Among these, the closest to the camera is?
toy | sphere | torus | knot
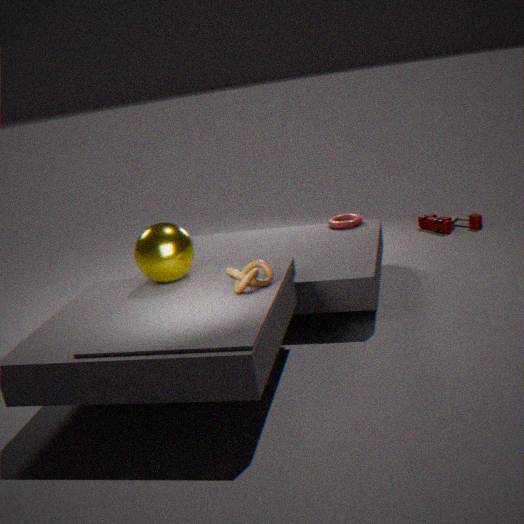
knot
